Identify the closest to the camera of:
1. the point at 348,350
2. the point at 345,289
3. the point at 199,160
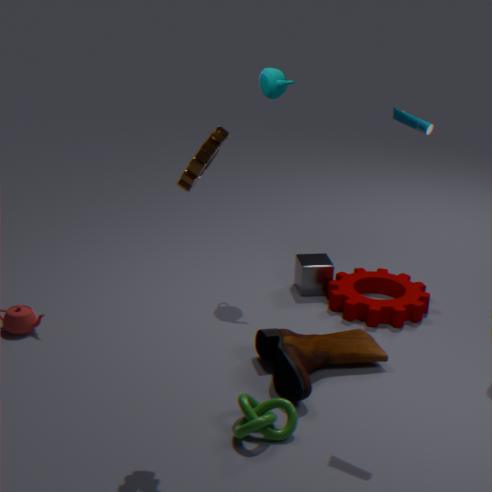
the point at 199,160
